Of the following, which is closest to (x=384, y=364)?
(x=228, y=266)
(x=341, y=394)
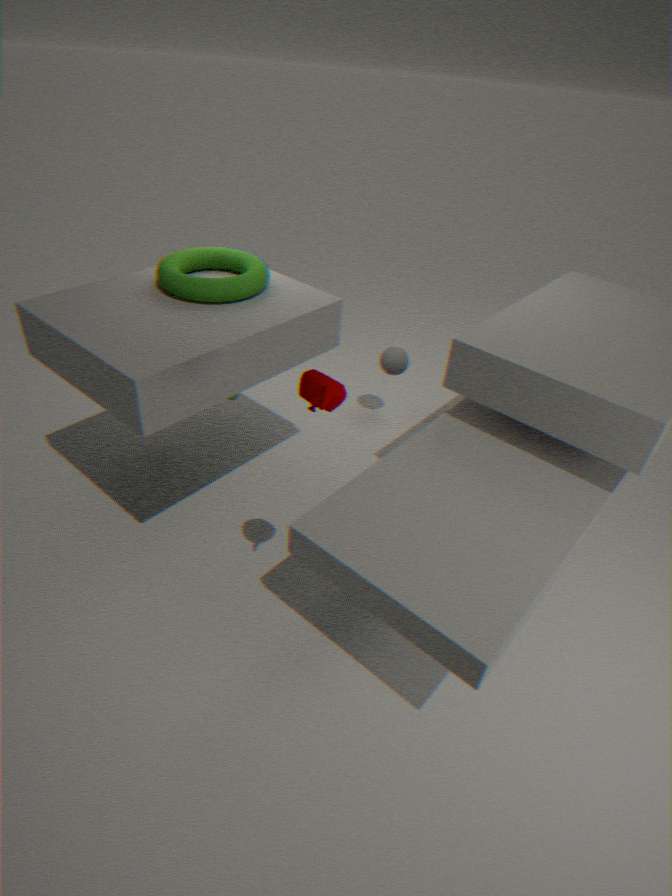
(x=228, y=266)
